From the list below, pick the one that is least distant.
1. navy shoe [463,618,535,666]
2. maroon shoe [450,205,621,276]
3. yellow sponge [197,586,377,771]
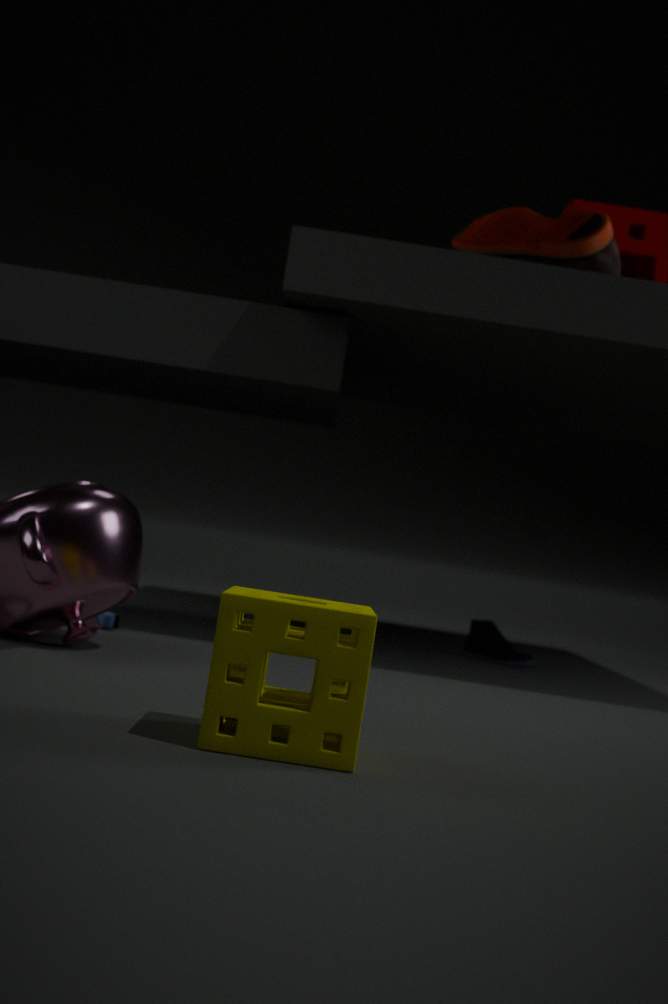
yellow sponge [197,586,377,771]
